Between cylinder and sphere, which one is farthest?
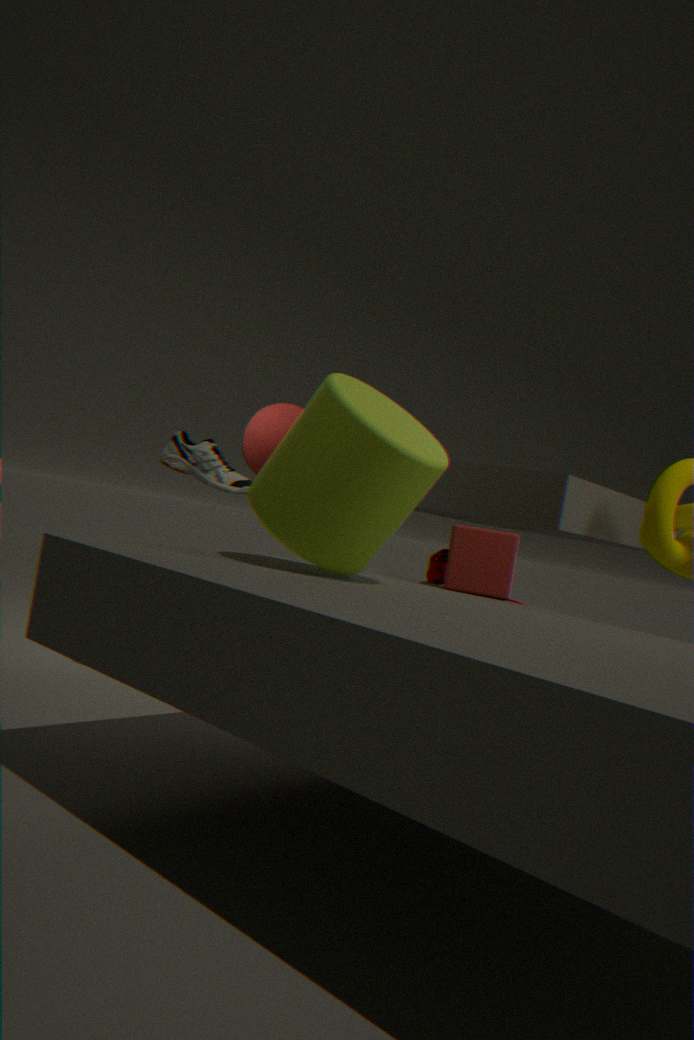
sphere
